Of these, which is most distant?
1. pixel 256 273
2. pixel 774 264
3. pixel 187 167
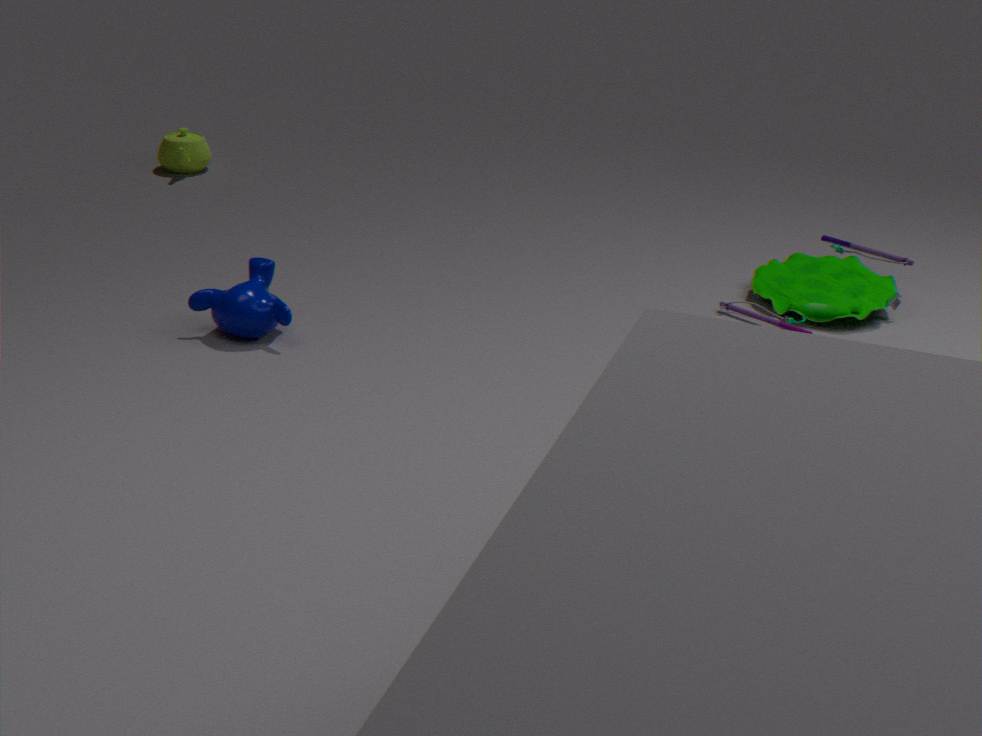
pixel 187 167
